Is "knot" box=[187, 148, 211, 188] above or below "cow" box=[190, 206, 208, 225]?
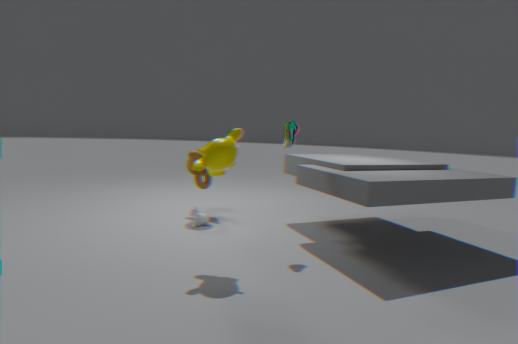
above
